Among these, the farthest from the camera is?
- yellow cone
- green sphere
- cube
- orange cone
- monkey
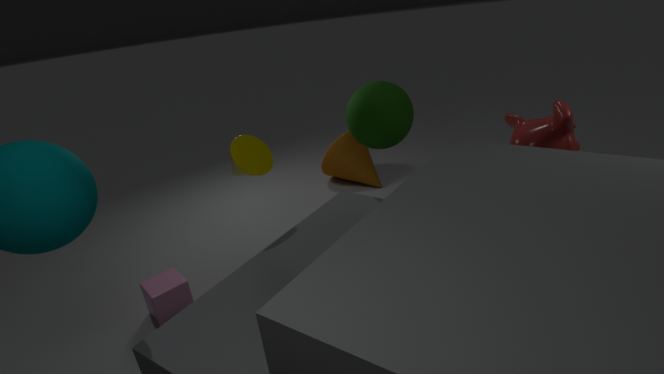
orange cone
